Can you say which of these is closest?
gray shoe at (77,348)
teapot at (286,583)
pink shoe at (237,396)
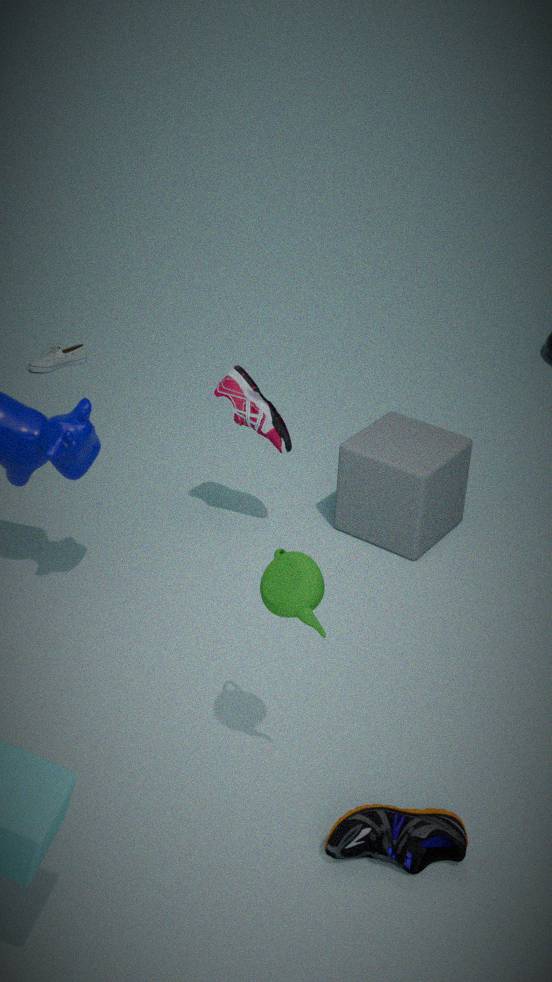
teapot at (286,583)
